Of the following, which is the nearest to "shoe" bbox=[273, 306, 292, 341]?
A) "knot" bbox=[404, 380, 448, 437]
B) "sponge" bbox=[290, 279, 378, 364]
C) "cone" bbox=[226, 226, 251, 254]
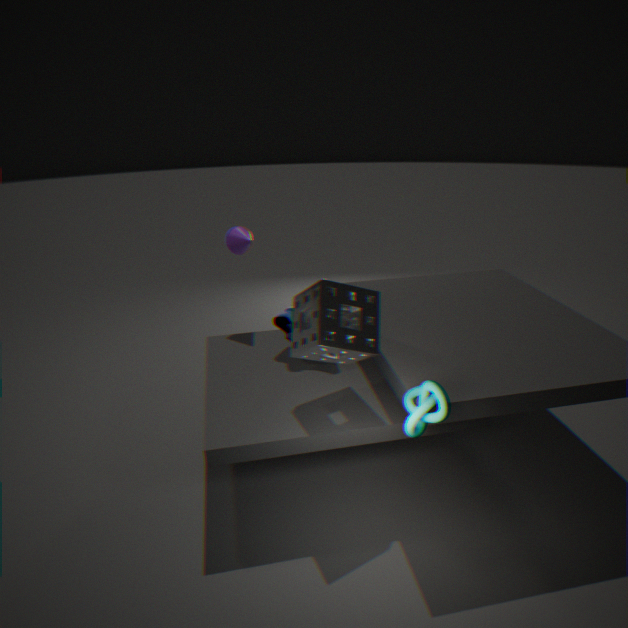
"sponge" bbox=[290, 279, 378, 364]
